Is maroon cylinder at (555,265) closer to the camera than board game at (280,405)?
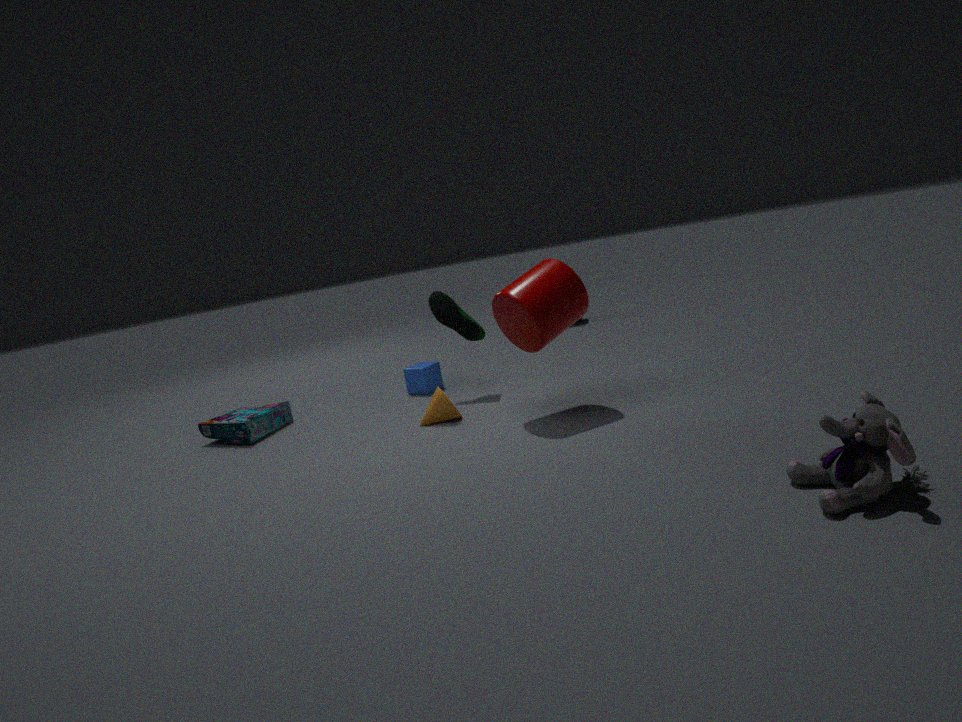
Yes
